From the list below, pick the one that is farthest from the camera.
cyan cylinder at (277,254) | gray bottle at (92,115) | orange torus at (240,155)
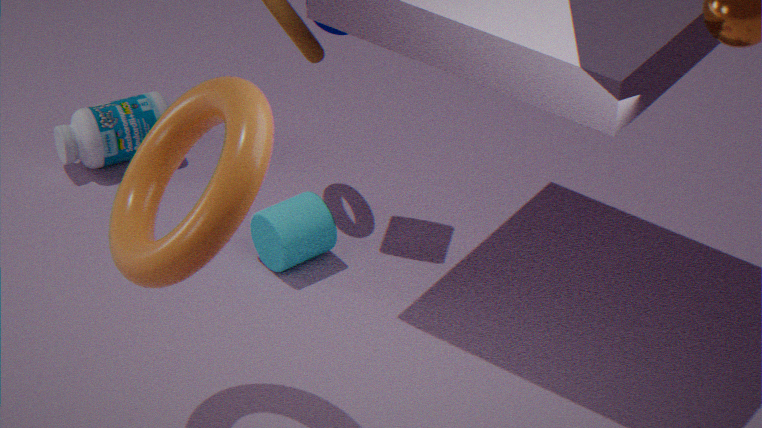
gray bottle at (92,115)
